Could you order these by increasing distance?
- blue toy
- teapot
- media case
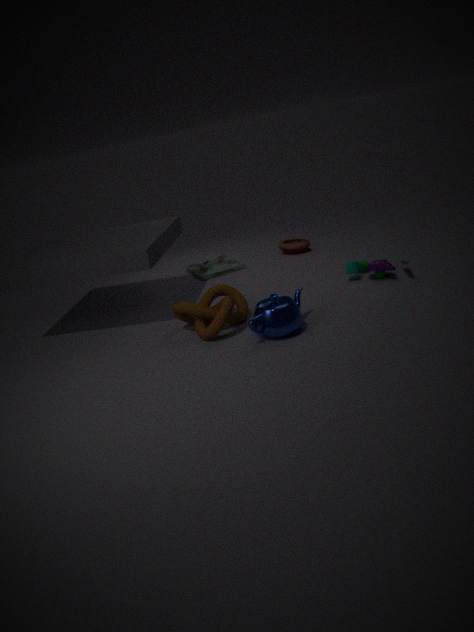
teapot
blue toy
media case
